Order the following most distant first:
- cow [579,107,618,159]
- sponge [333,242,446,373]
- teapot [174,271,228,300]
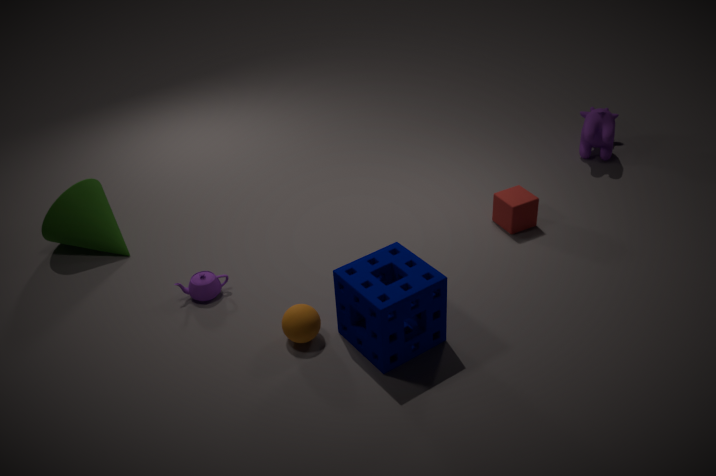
cow [579,107,618,159] → teapot [174,271,228,300] → sponge [333,242,446,373]
